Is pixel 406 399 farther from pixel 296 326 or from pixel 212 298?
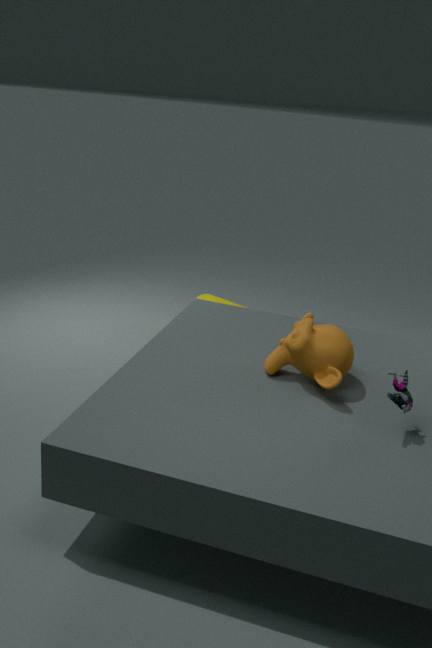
pixel 212 298
